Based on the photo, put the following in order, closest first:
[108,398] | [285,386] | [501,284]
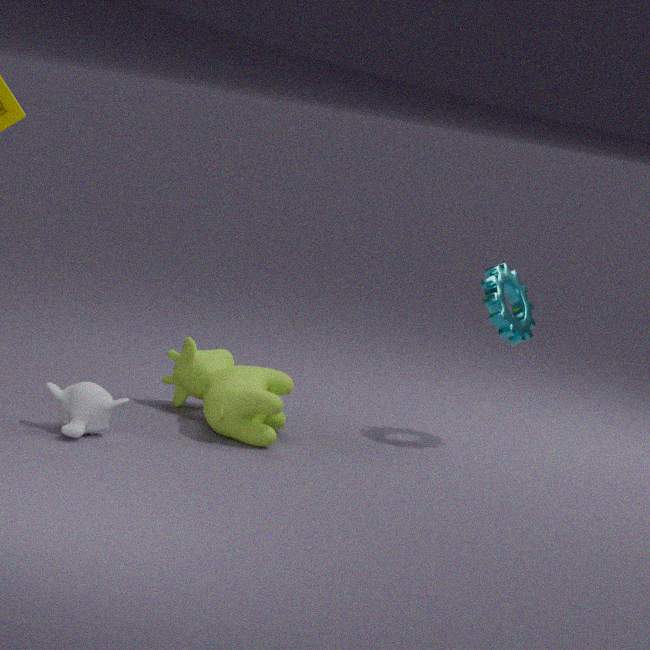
[108,398]
[285,386]
[501,284]
